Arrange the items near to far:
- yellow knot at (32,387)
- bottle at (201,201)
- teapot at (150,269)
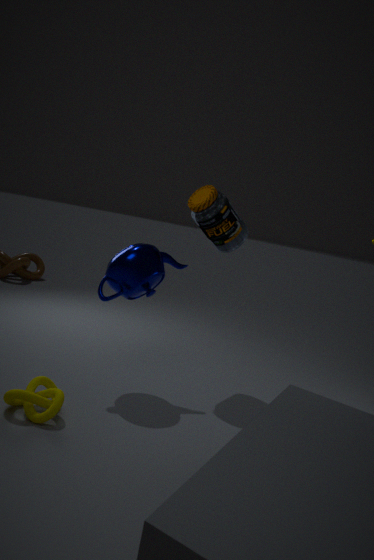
yellow knot at (32,387), teapot at (150,269), bottle at (201,201)
